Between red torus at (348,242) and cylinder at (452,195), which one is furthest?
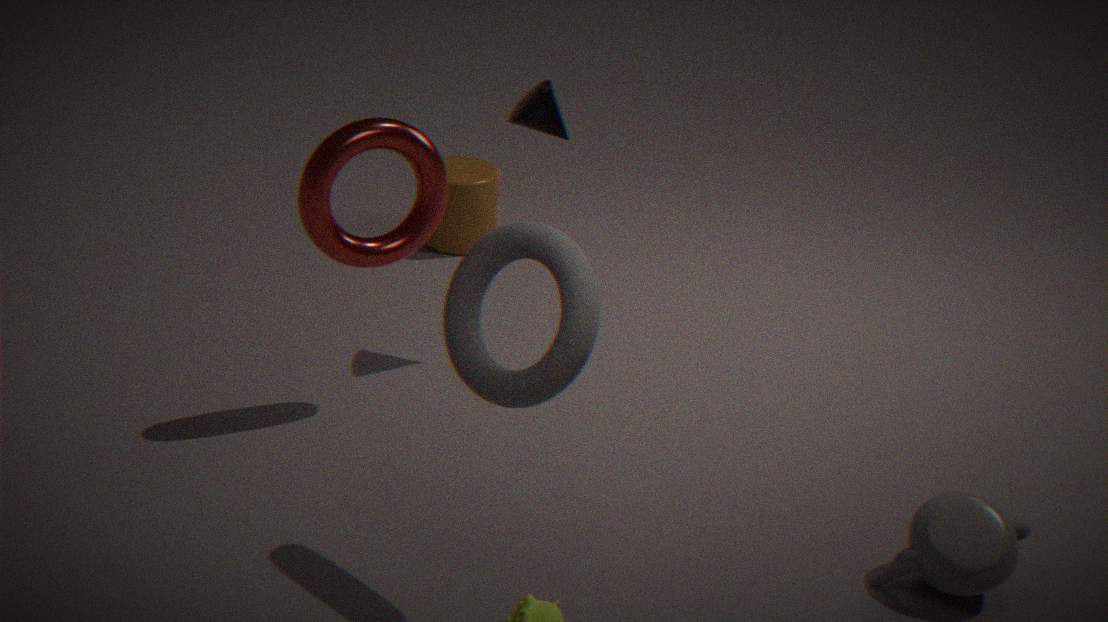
cylinder at (452,195)
